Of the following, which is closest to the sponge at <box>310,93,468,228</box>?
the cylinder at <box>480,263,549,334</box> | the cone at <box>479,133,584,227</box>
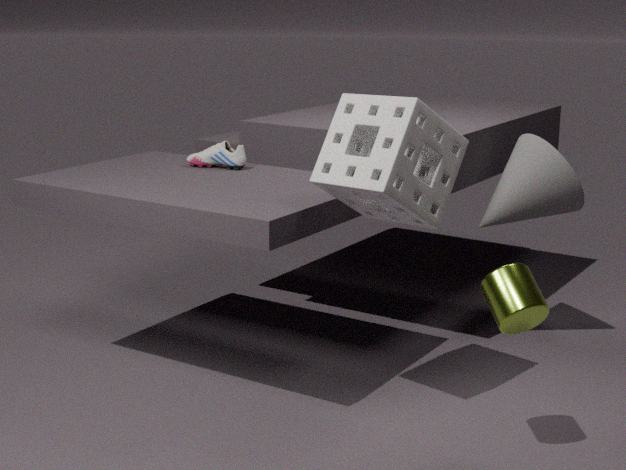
the cylinder at <box>480,263,549,334</box>
